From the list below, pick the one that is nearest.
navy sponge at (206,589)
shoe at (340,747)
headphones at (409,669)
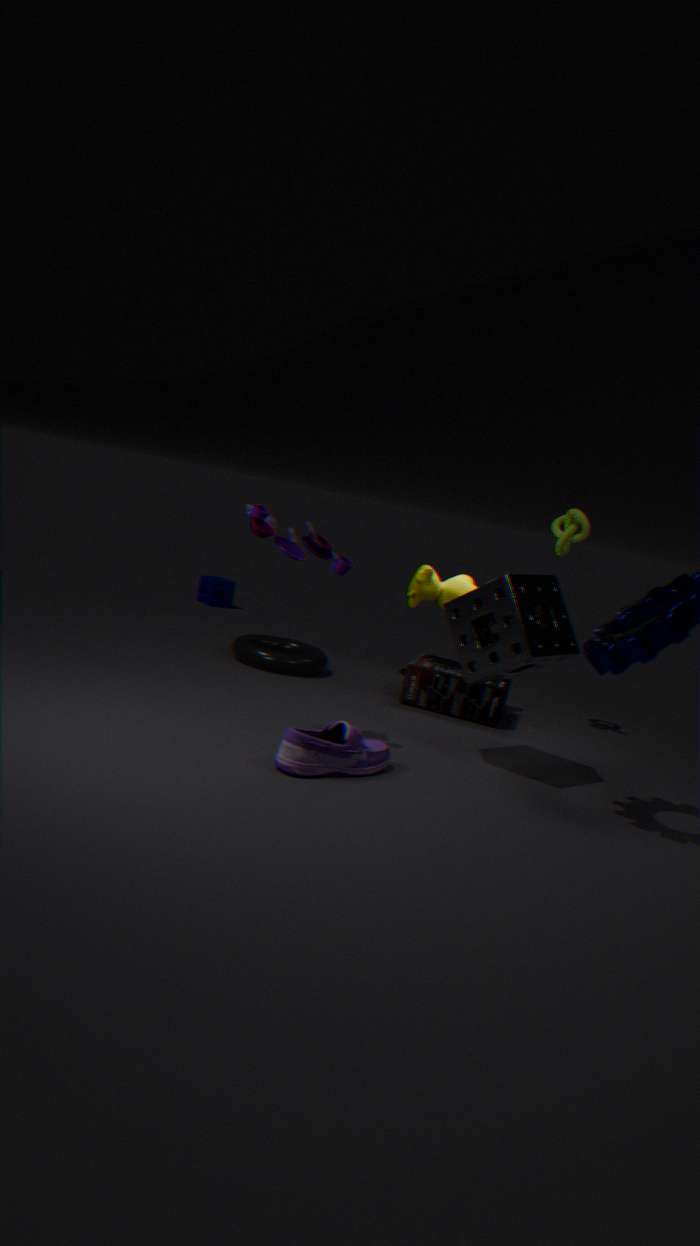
shoe at (340,747)
